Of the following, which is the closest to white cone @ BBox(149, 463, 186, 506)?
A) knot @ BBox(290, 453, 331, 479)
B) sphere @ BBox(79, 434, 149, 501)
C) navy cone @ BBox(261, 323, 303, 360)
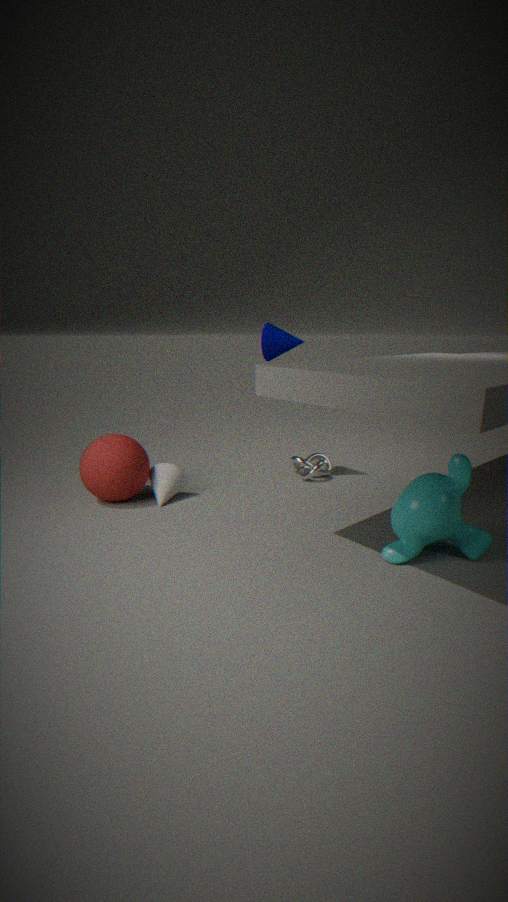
sphere @ BBox(79, 434, 149, 501)
